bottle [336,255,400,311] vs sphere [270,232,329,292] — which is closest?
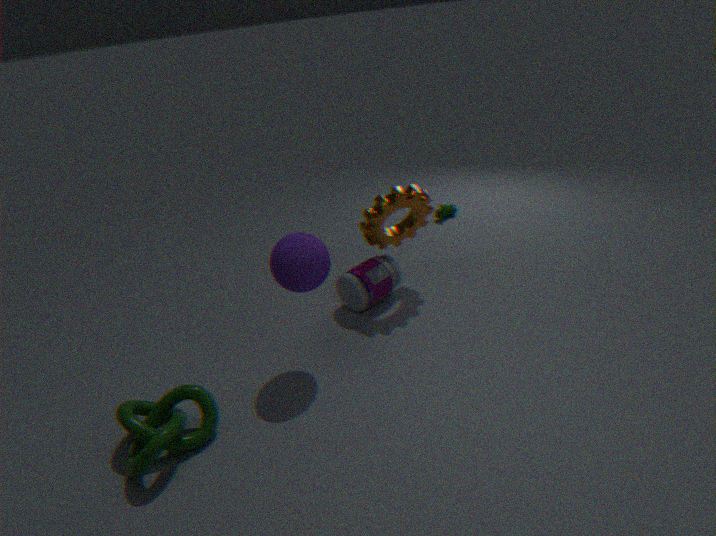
sphere [270,232,329,292]
